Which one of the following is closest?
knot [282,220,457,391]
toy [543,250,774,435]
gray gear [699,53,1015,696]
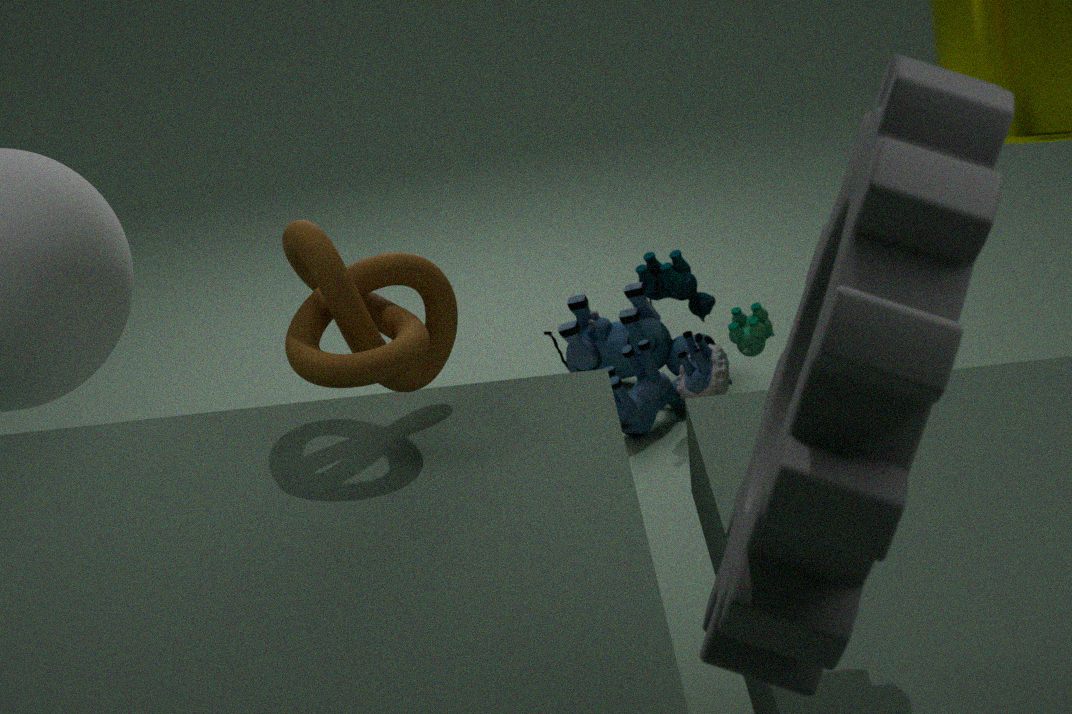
gray gear [699,53,1015,696]
